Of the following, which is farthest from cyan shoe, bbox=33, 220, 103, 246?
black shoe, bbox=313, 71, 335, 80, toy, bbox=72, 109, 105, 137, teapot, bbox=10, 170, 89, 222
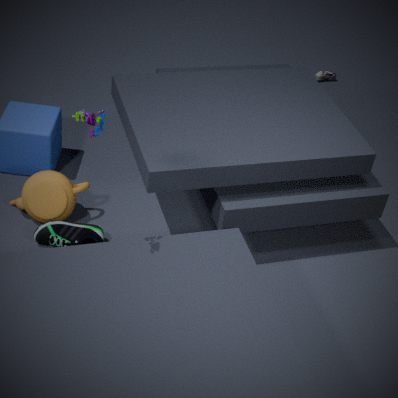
black shoe, bbox=313, 71, 335, 80
